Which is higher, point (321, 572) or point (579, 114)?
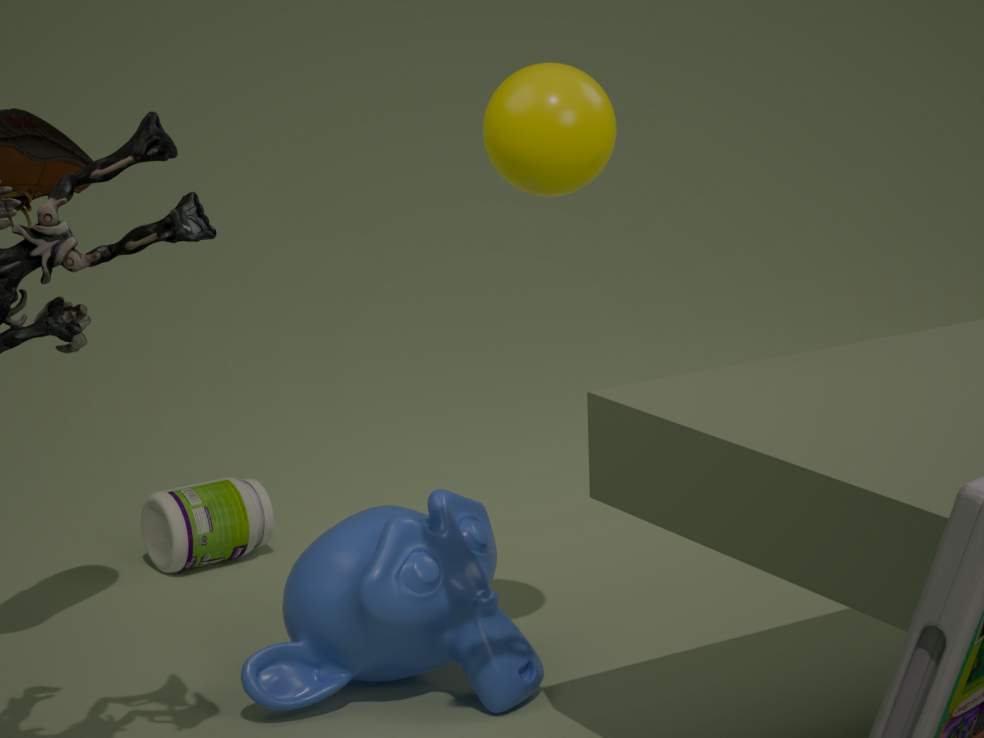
point (579, 114)
